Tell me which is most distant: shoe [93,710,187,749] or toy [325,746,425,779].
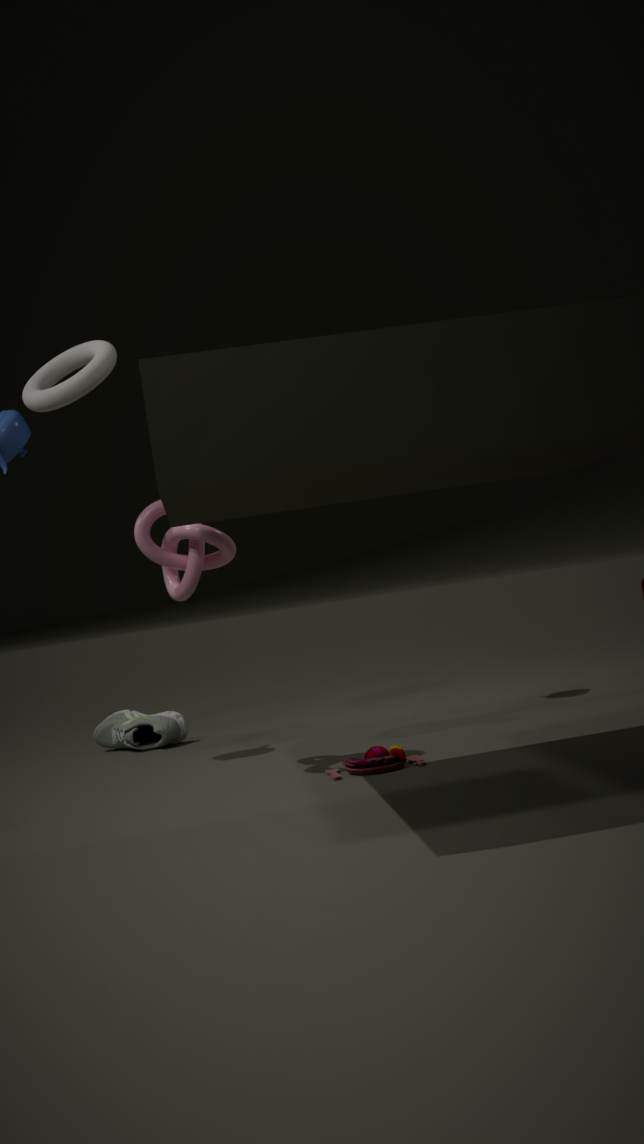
shoe [93,710,187,749]
